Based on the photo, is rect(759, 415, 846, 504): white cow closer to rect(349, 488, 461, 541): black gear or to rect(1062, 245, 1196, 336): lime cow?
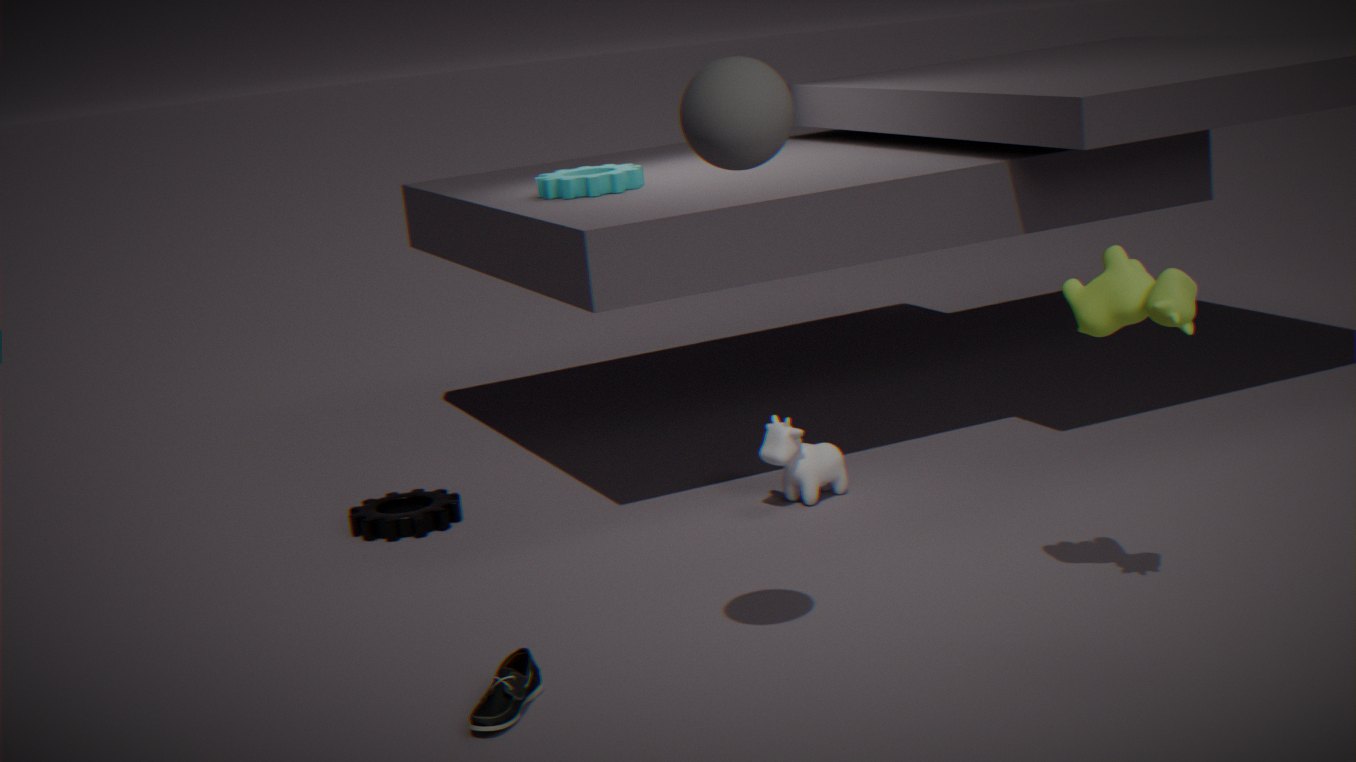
rect(349, 488, 461, 541): black gear
